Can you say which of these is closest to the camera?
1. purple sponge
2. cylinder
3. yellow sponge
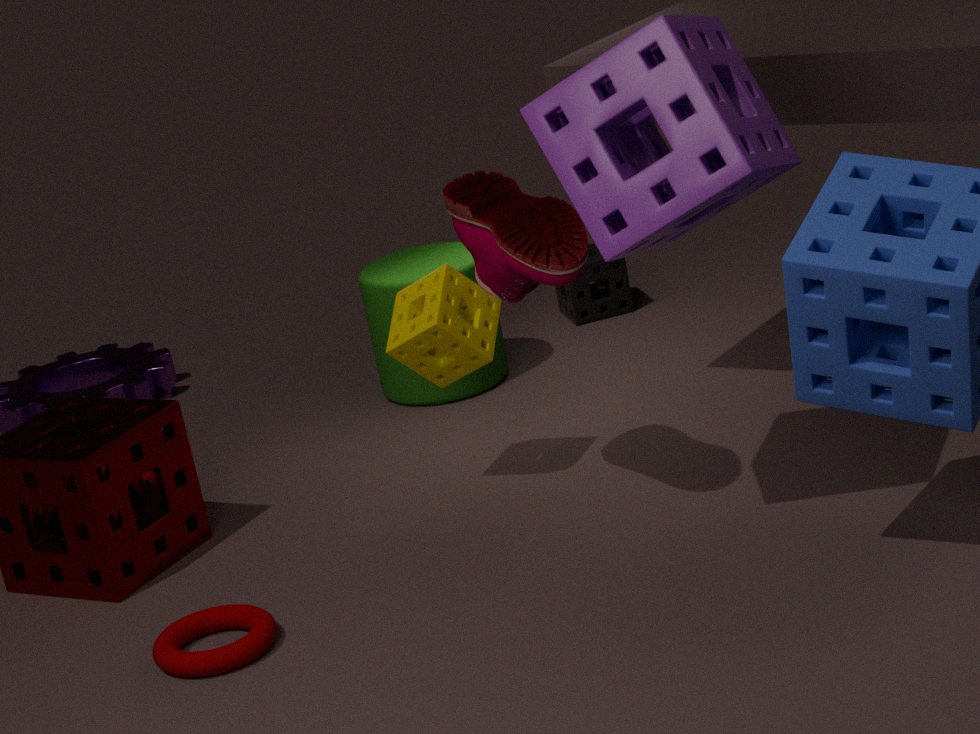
purple sponge
